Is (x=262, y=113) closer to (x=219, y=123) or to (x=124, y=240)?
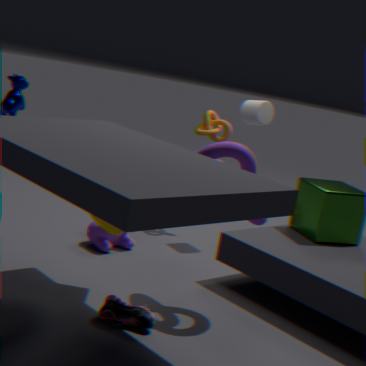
(x=219, y=123)
